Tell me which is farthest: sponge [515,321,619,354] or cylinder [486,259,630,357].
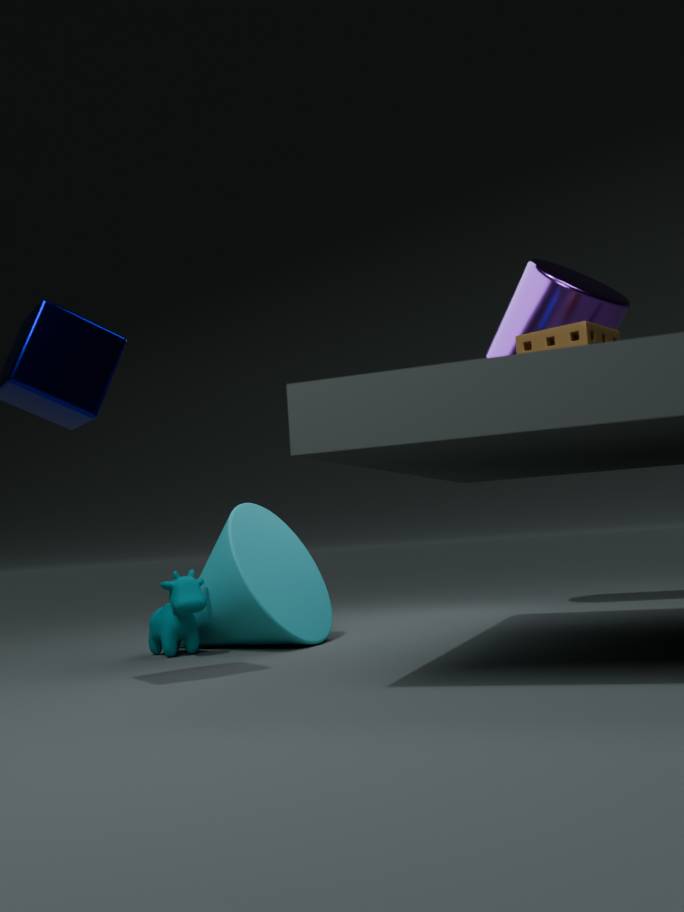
cylinder [486,259,630,357]
